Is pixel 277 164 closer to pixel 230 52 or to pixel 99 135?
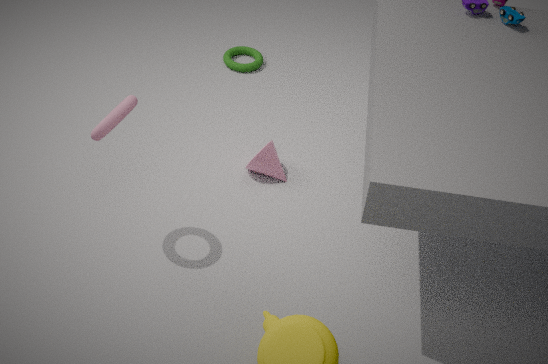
pixel 99 135
